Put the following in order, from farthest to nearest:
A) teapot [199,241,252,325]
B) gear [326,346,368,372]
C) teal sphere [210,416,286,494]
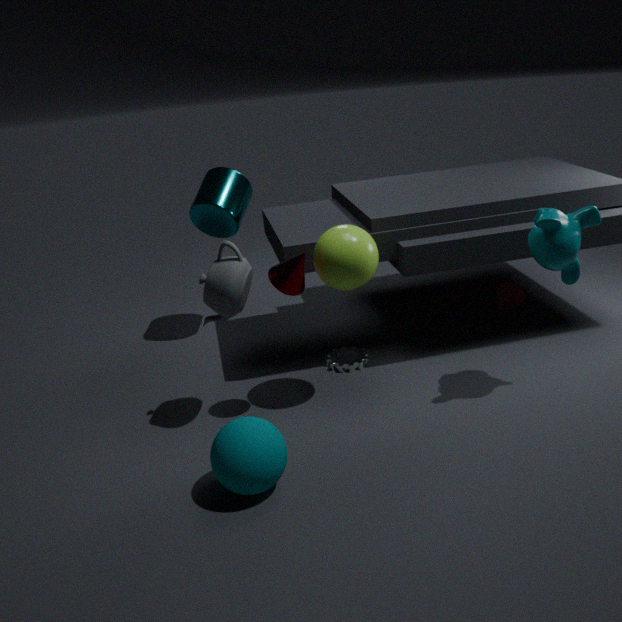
gear [326,346,368,372], teapot [199,241,252,325], teal sphere [210,416,286,494]
